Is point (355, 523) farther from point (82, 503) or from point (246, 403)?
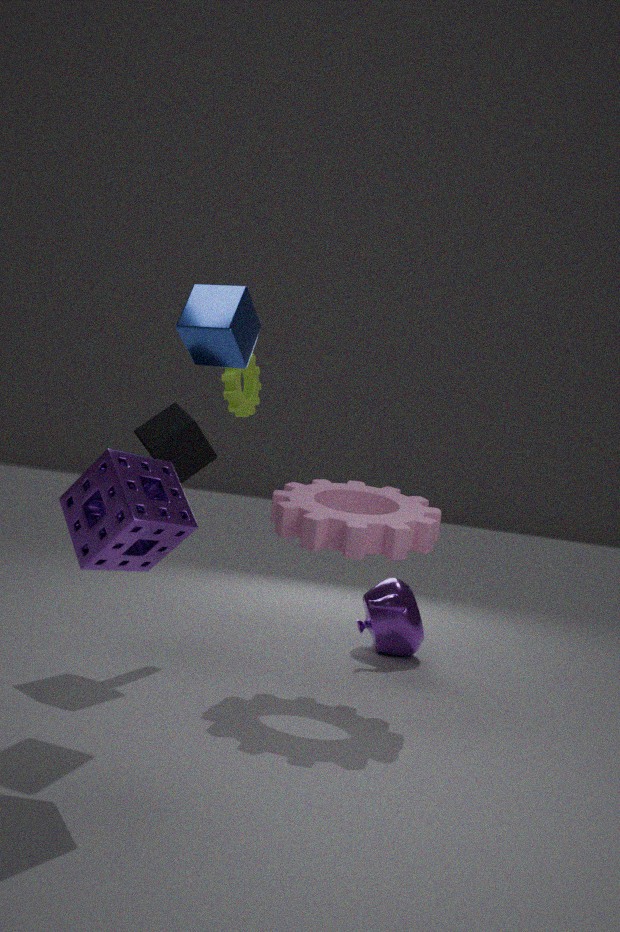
point (82, 503)
